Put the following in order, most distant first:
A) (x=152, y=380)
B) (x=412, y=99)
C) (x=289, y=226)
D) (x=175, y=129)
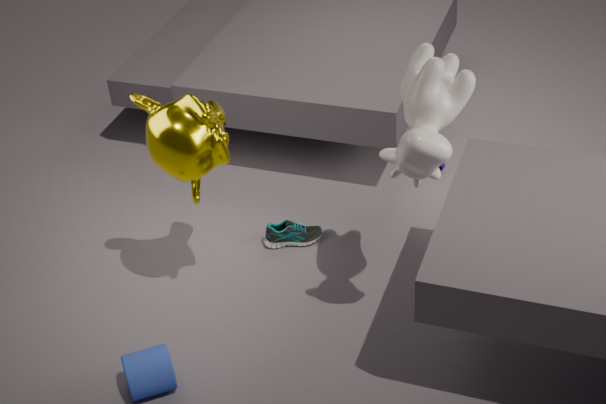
(x=289, y=226) < (x=152, y=380) < (x=175, y=129) < (x=412, y=99)
